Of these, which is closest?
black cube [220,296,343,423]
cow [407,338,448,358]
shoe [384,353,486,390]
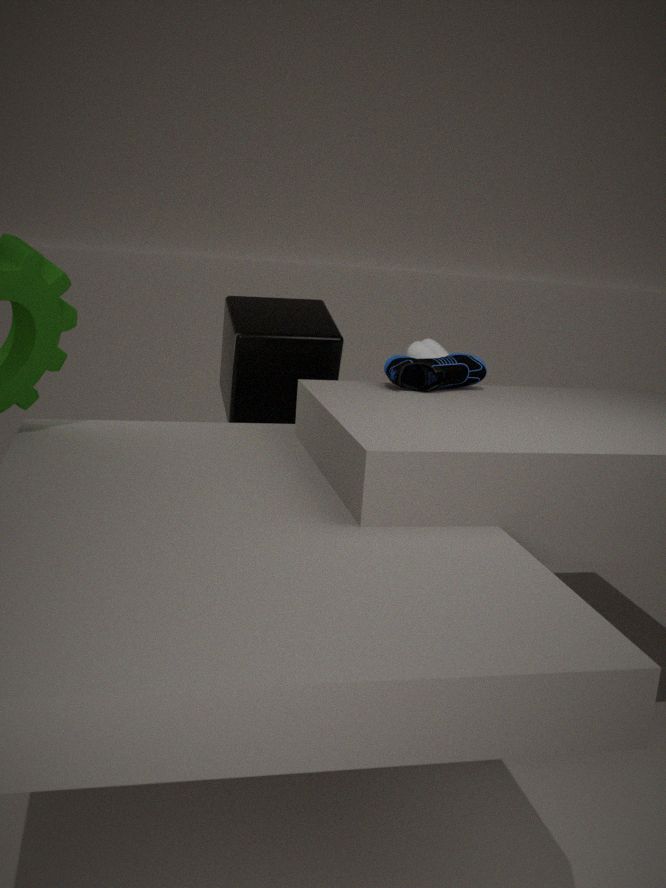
shoe [384,353,486,390]
